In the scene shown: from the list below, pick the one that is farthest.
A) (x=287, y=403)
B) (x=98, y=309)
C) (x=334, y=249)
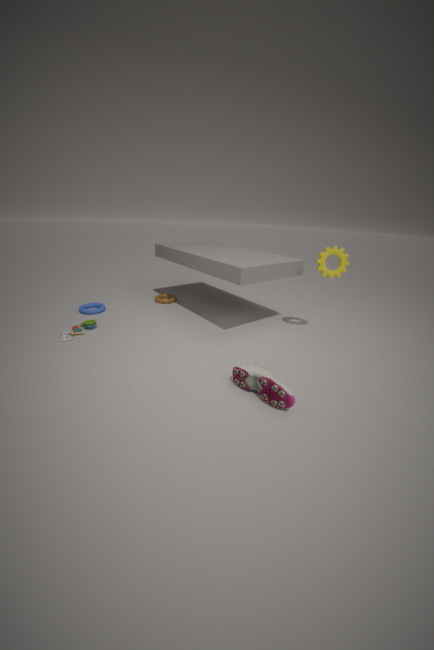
(x=98, y=309)
